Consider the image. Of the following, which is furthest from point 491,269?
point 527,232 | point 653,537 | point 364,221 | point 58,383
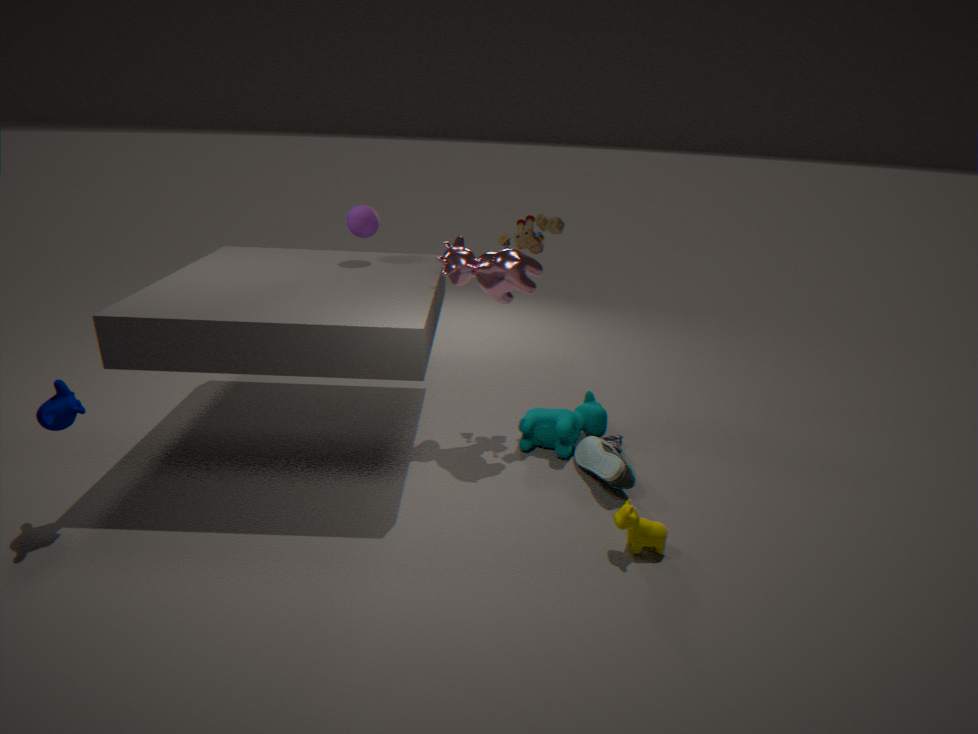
point 58,383
